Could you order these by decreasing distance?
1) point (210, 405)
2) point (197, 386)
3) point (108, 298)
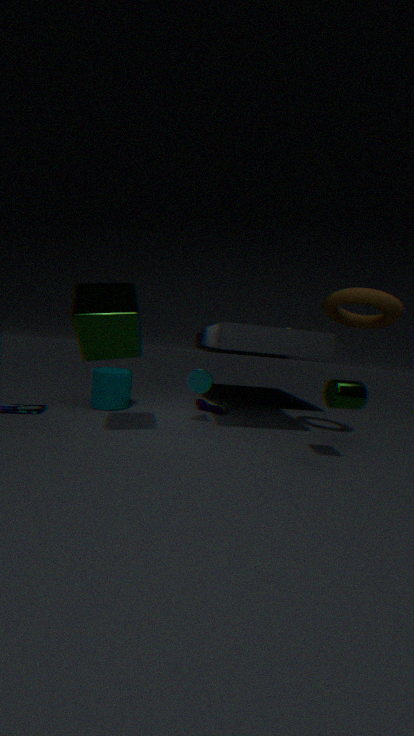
1. point (210, 405) < 2. point (197, 386) < 3. point (108, 298)
